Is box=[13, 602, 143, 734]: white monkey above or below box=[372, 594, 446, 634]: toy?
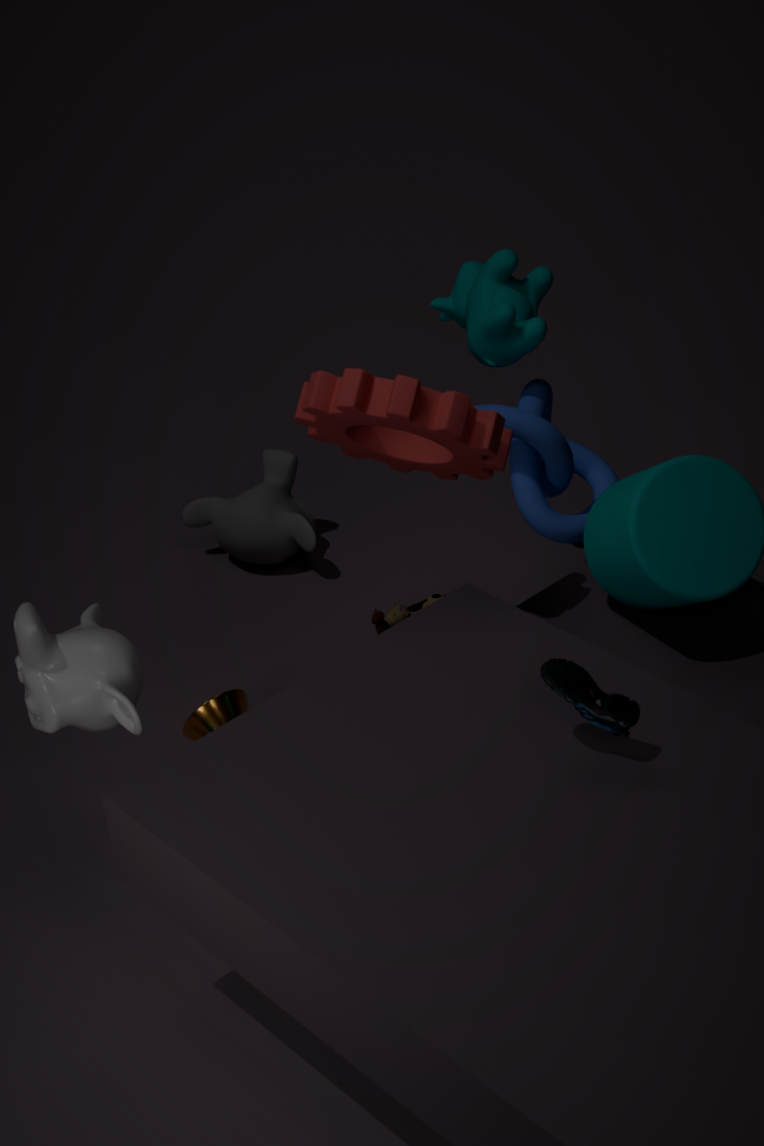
above
